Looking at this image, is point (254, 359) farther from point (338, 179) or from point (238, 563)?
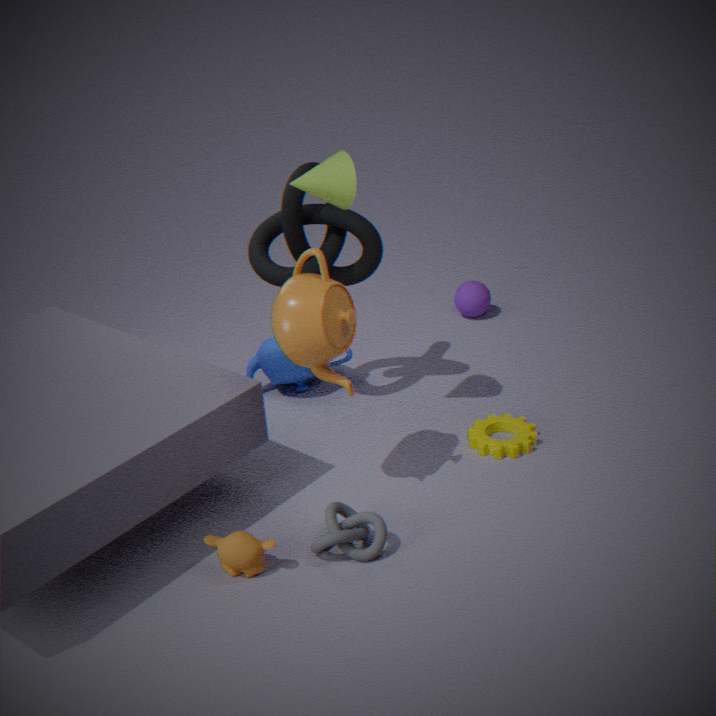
point (238, 563)
